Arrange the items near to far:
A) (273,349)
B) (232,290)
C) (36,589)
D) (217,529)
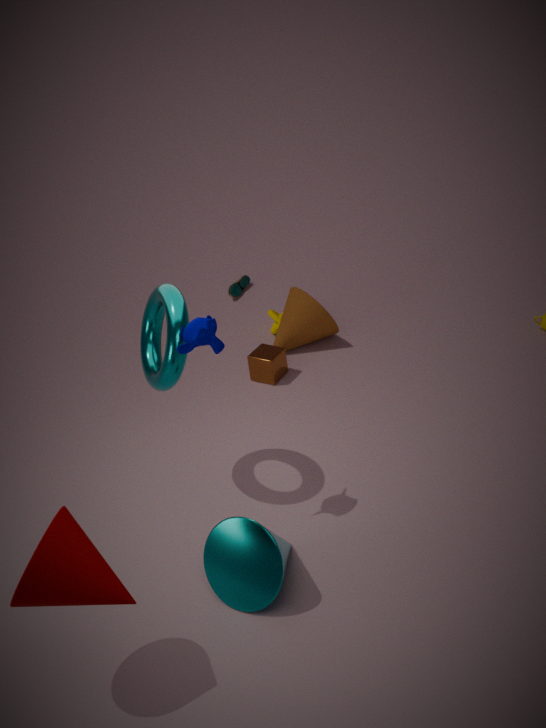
(36,589)
(217,529)
(273,349)
(232,290)
